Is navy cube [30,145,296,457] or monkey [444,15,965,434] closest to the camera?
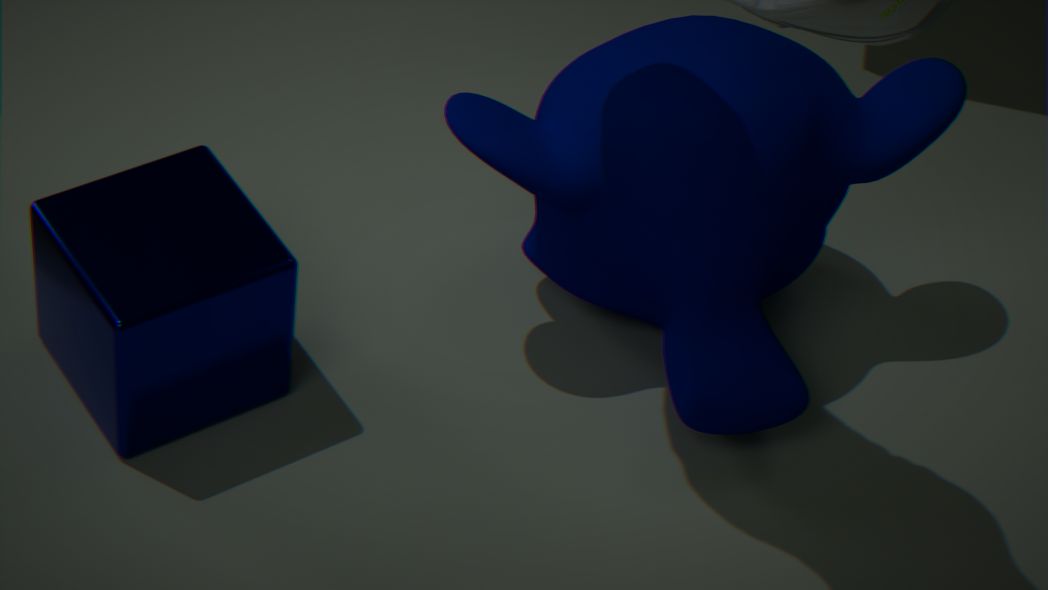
navy cube [30,145,296,457]
